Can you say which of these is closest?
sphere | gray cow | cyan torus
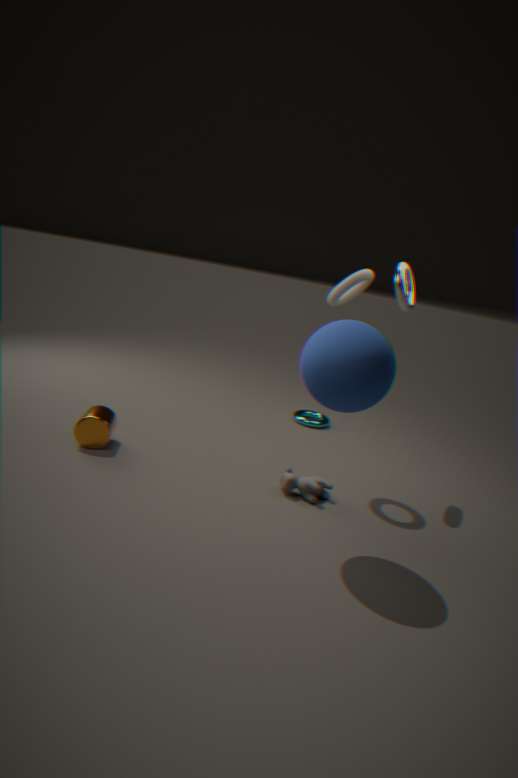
sphere
